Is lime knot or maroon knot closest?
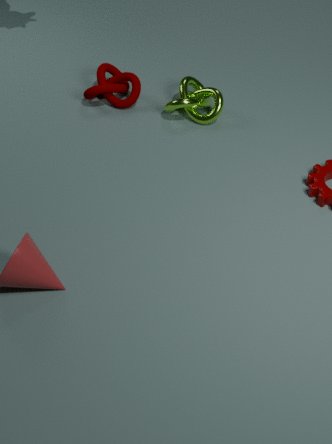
lime knot
